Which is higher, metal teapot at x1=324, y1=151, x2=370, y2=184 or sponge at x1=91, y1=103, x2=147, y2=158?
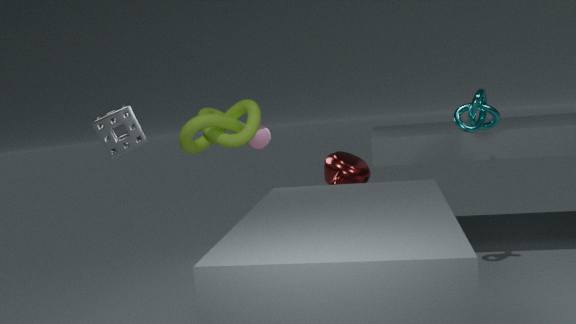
sponge at x1=91, y1=103, x2=147, y2=158
